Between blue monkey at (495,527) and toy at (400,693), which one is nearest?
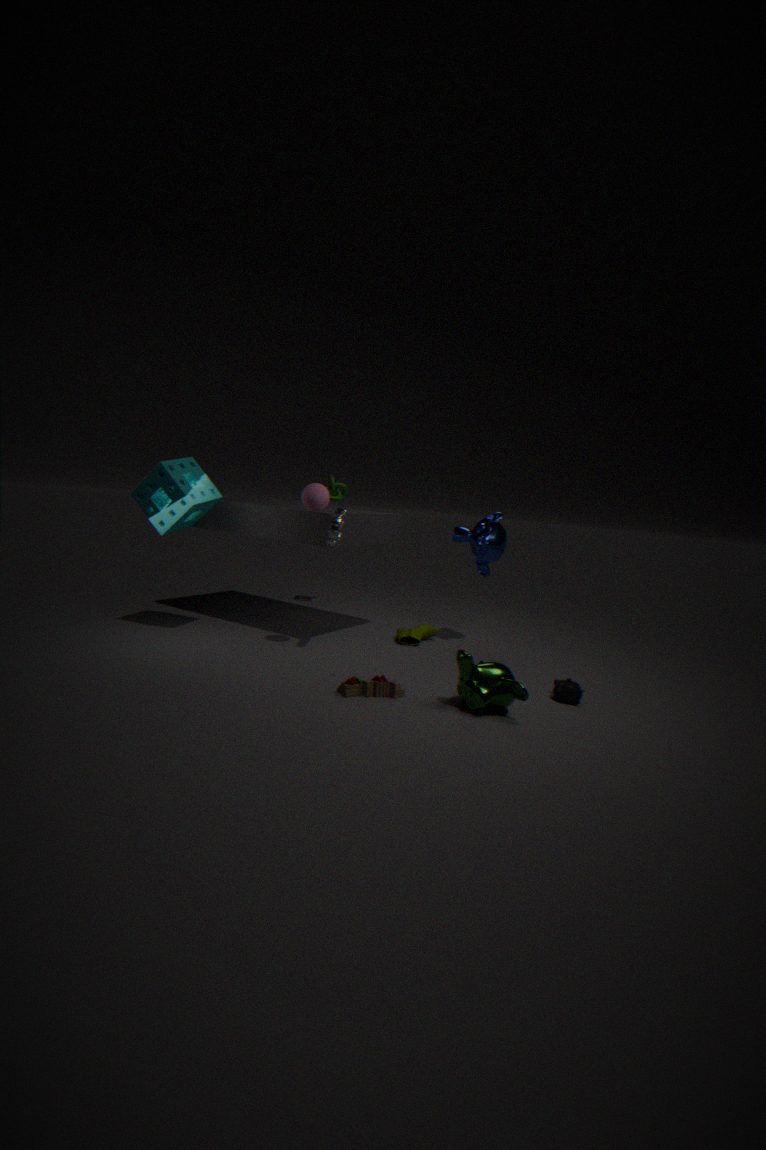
toy at (400,693)
